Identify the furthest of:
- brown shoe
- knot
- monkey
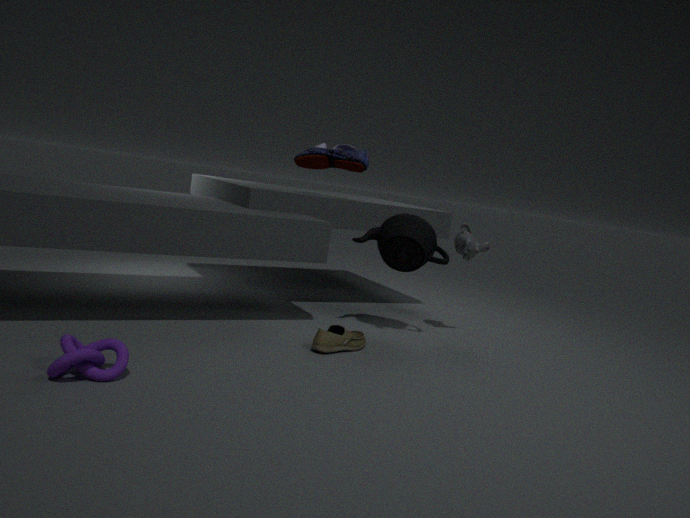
monkey
